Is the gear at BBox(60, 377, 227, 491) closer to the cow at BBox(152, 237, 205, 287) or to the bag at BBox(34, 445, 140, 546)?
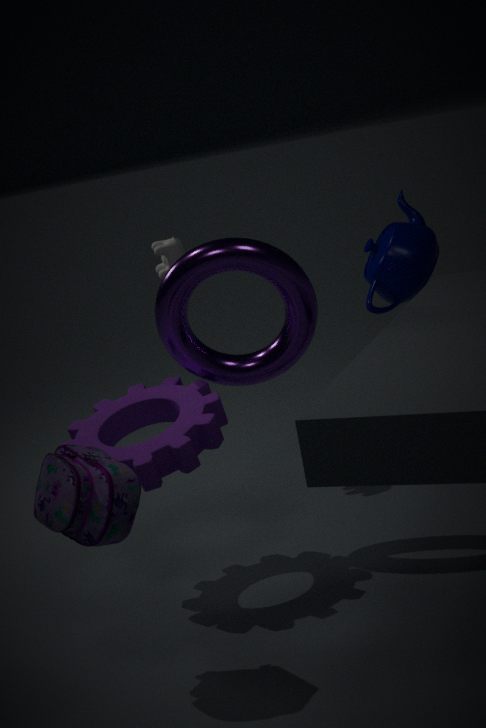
the bag at BBox(34, 445, 140, 546)
